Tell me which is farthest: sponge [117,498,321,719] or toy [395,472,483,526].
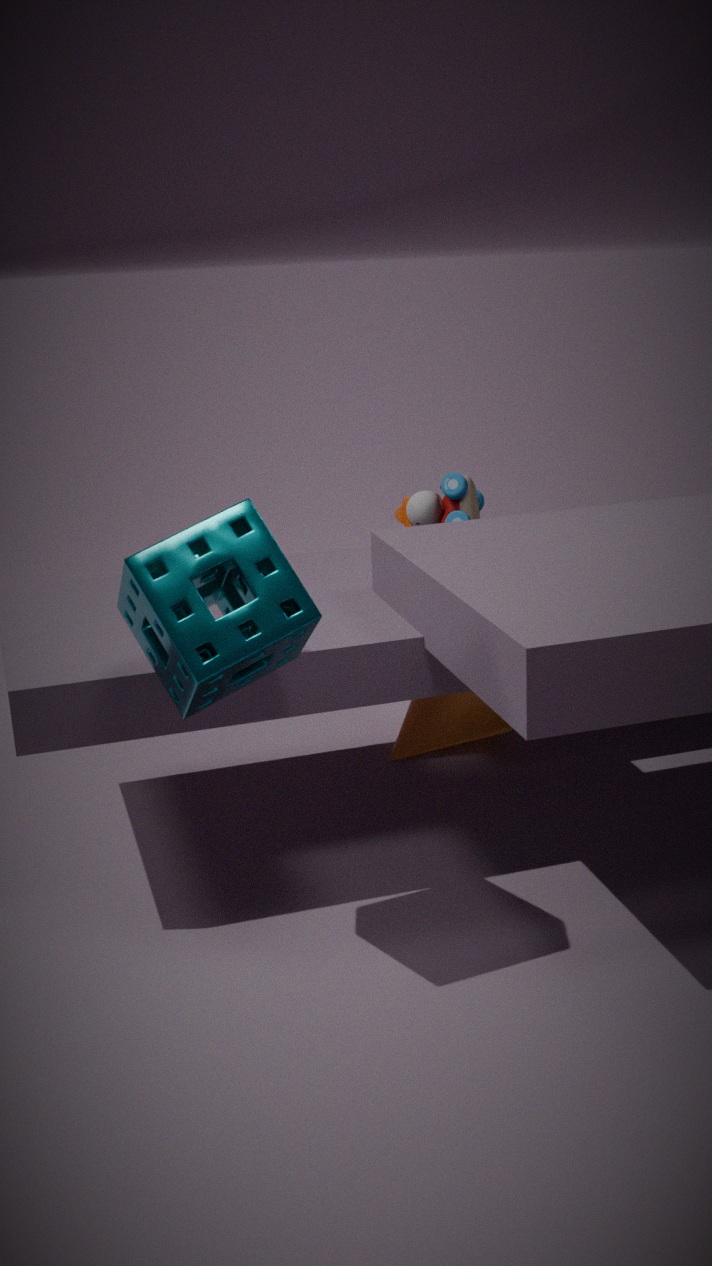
toy [395,472,483,526]
